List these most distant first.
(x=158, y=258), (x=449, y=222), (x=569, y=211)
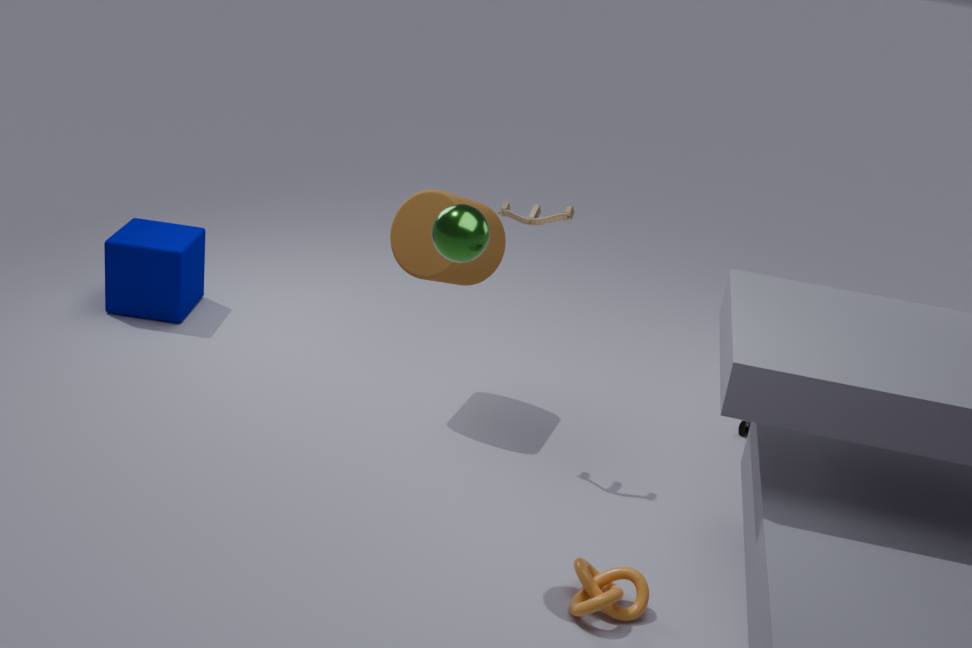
(x=158, y=258), (x=569, y=211), (x=449, y=222)
